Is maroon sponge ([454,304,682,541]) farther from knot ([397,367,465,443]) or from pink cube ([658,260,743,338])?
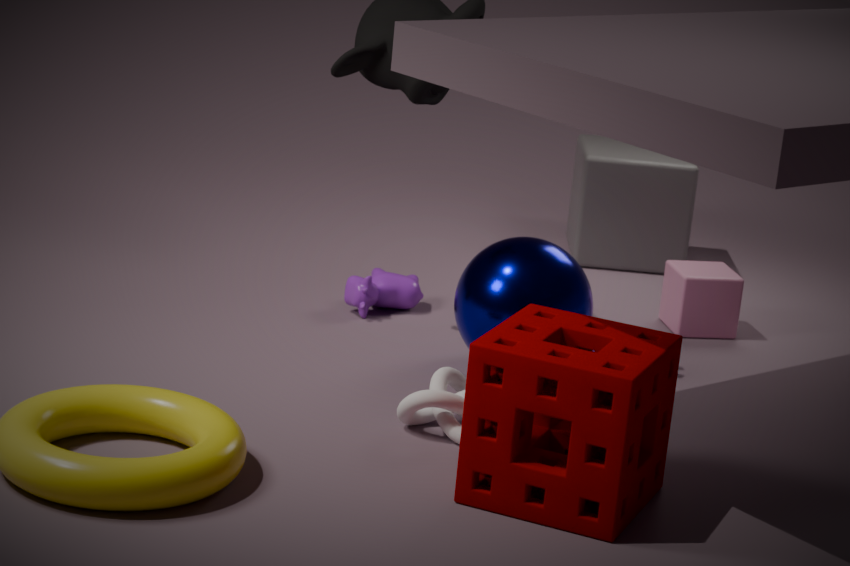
pink cube ([658,260,743,338])
